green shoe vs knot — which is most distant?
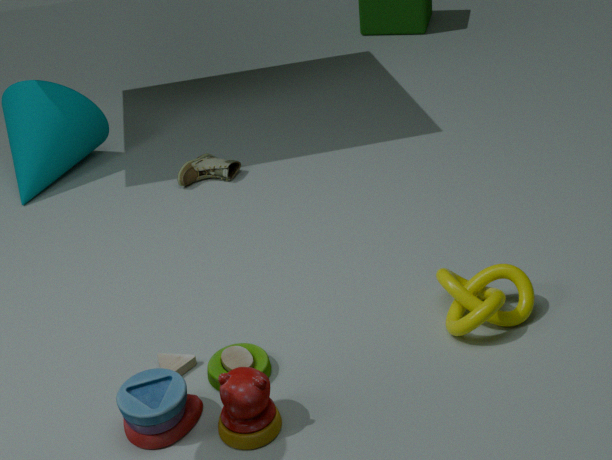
green shoe
